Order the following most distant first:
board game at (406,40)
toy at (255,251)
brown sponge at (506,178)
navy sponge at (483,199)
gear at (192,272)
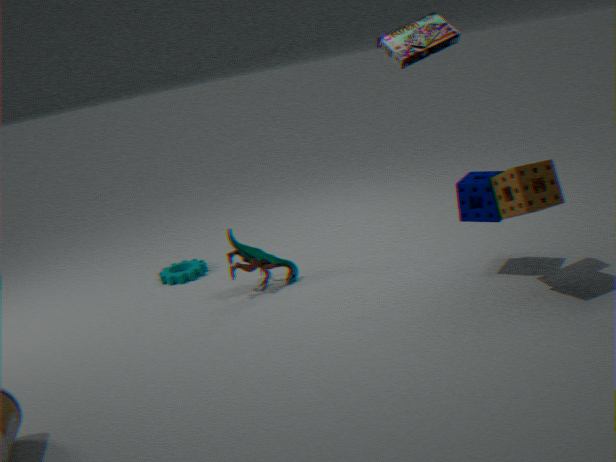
1. gear at (192,272)
2. toy at (255,251)
3. navy sponge at (483,199)
4. board game at (406,40)
5. brown sponge at (506,178)
